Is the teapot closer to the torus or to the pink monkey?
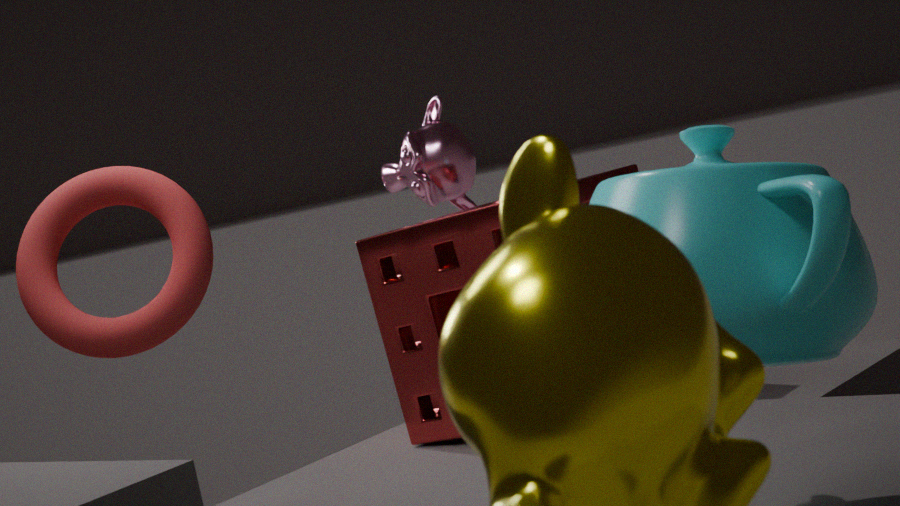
the torus
